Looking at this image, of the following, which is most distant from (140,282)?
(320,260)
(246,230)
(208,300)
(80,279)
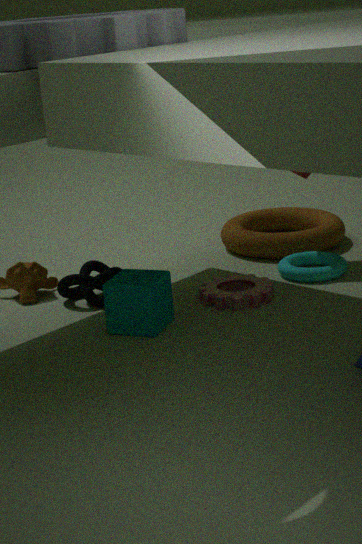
(246,230)
